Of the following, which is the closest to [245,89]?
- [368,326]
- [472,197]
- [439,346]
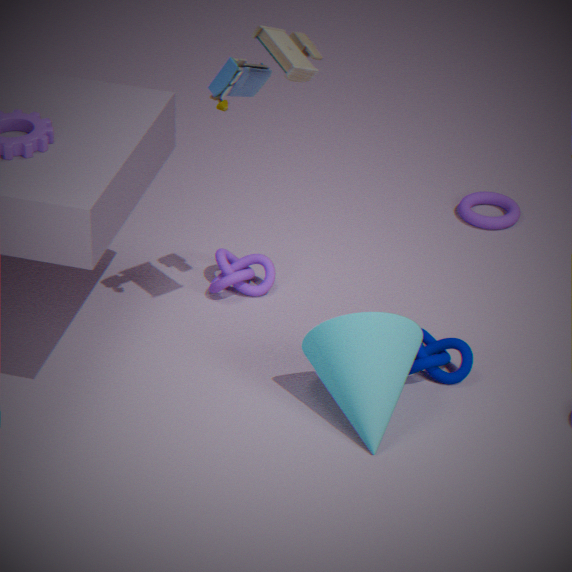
[368,326]
